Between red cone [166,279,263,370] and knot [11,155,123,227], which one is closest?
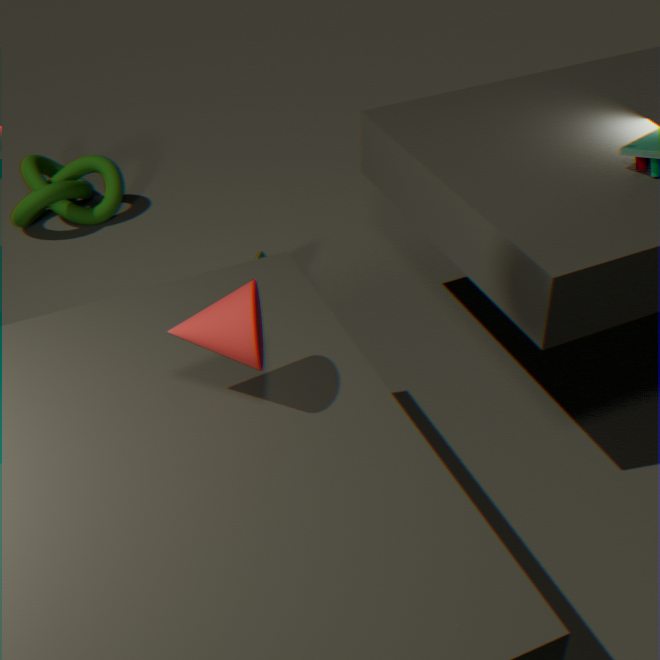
red cone [166,279,263,370]
